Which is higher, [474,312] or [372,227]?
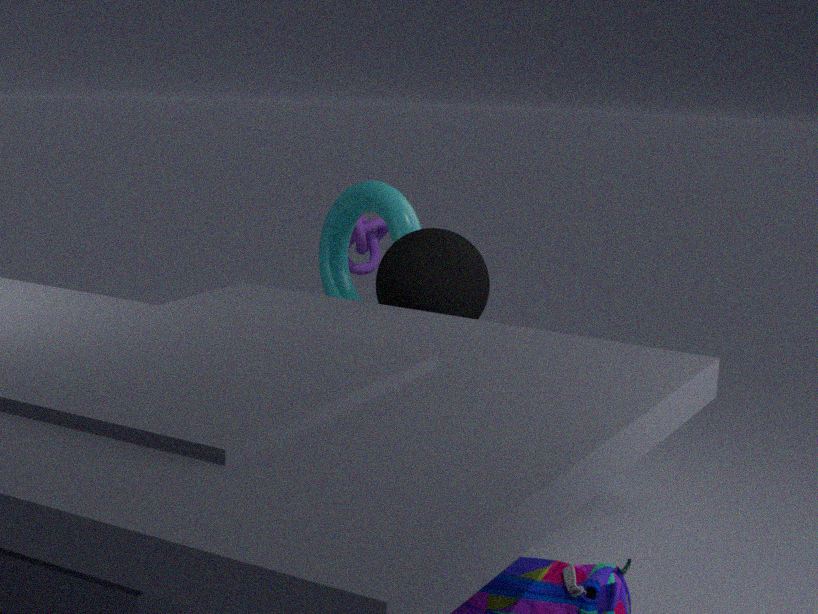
[474,312]
